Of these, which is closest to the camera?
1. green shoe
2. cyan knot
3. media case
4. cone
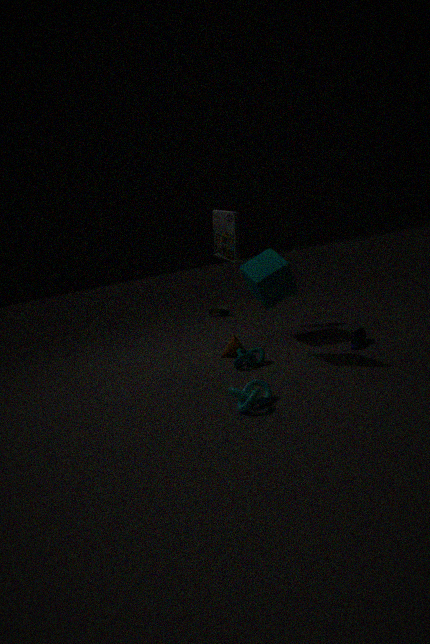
cyan knot
